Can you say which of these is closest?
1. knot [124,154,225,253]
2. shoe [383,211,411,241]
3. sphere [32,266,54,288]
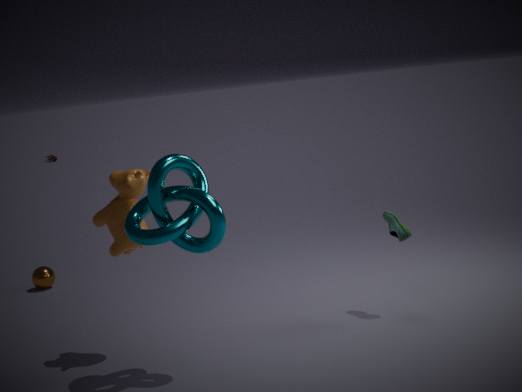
knot [124,154,225,253]
